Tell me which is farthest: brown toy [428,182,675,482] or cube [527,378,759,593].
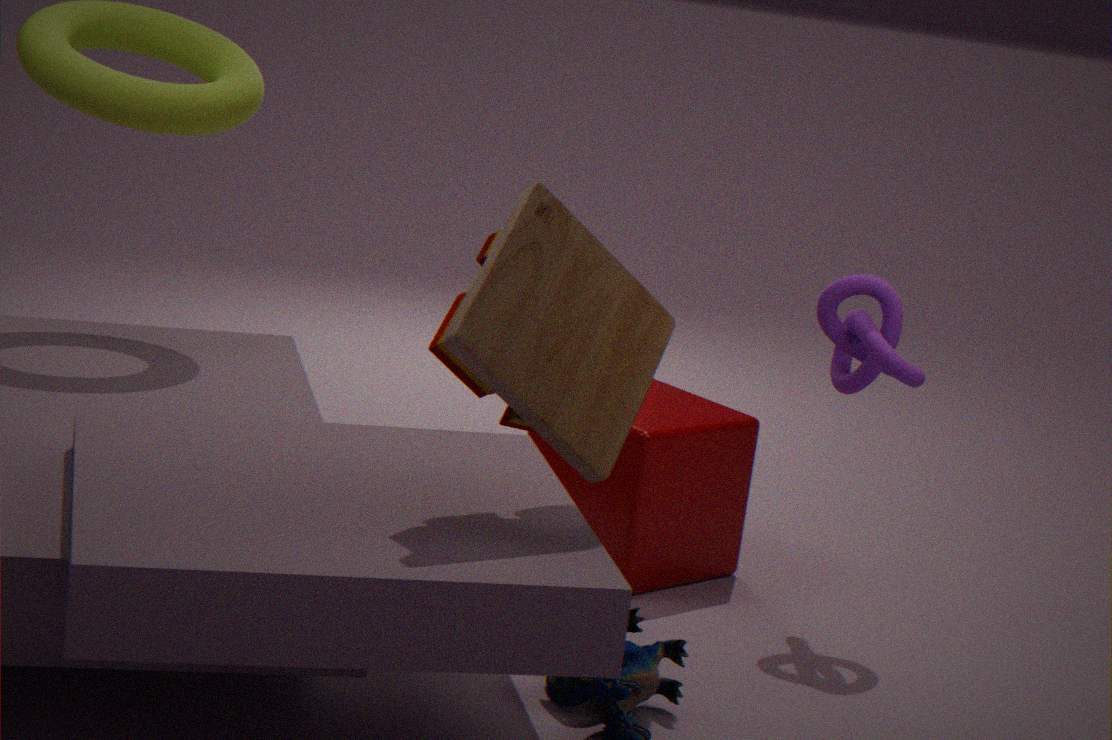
cube [527,378,759,593]
